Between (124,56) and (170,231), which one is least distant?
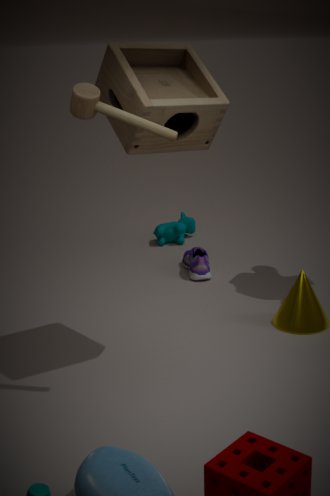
(124,56)
